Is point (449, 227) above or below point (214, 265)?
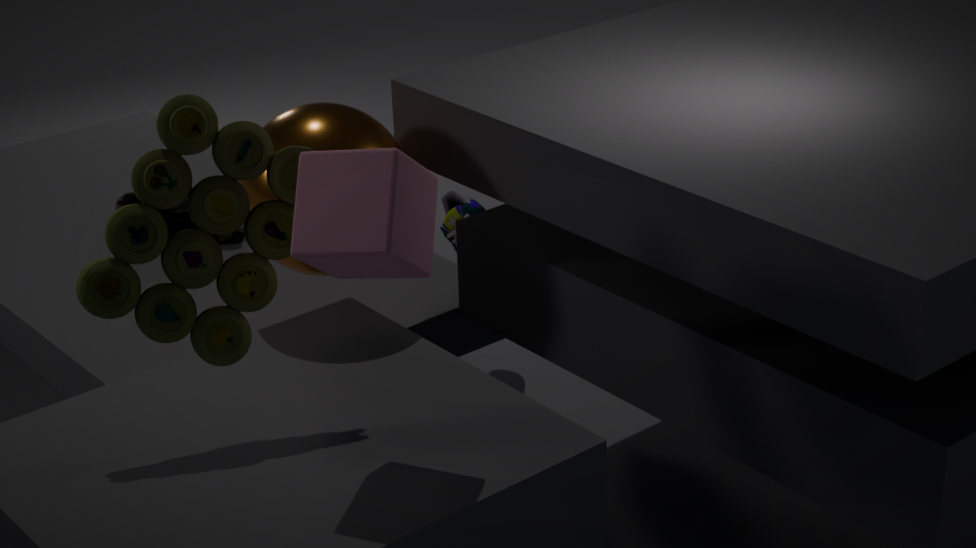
below
